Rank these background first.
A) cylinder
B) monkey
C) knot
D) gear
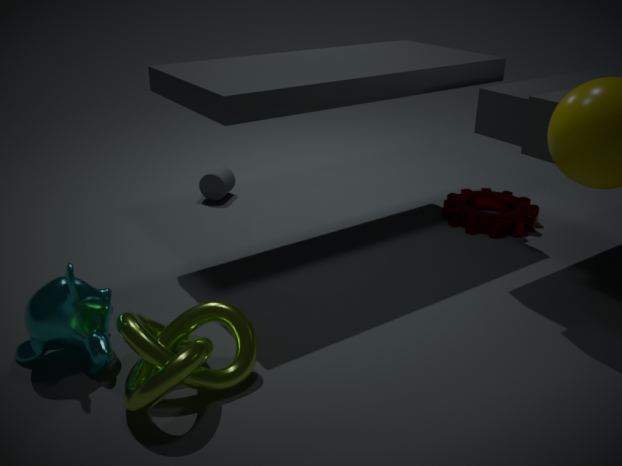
cylinder < gear < monkey < knot
